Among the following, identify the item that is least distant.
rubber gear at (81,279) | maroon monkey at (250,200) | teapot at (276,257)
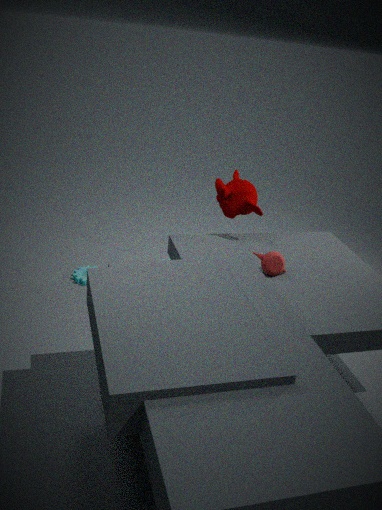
teapot at (276,257)
